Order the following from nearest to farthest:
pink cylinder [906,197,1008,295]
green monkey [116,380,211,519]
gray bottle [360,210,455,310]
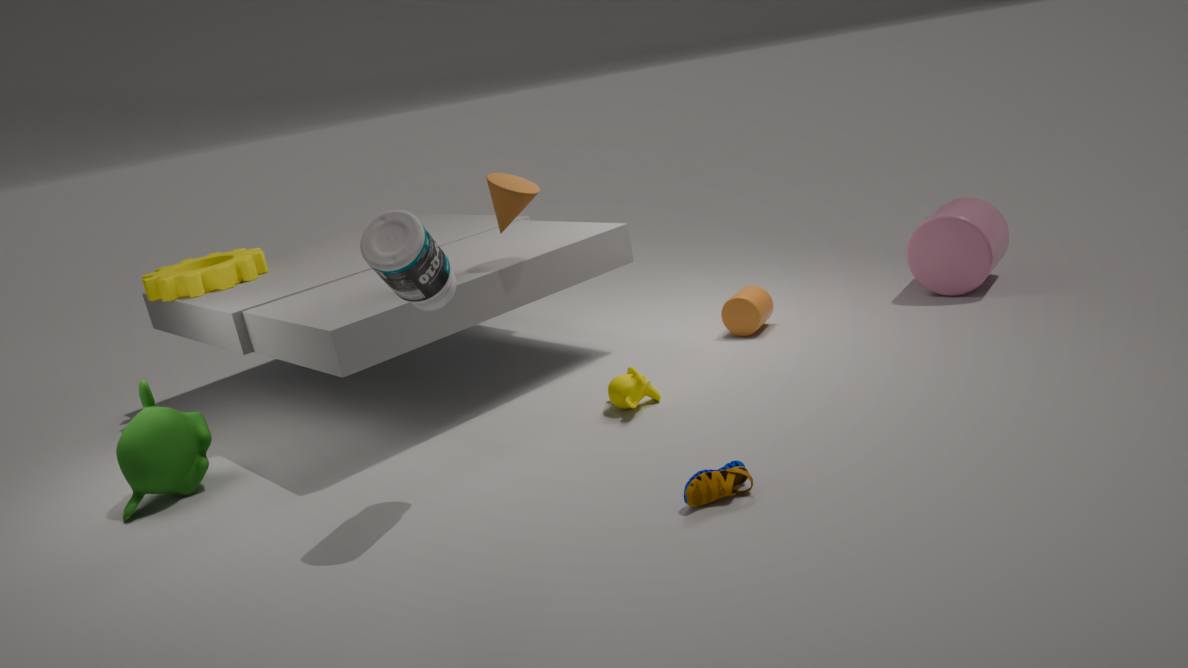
gray bottle [360,210,455,310], green monkey [116,380,211,519], pink cylinder [906,197,1008,295]
